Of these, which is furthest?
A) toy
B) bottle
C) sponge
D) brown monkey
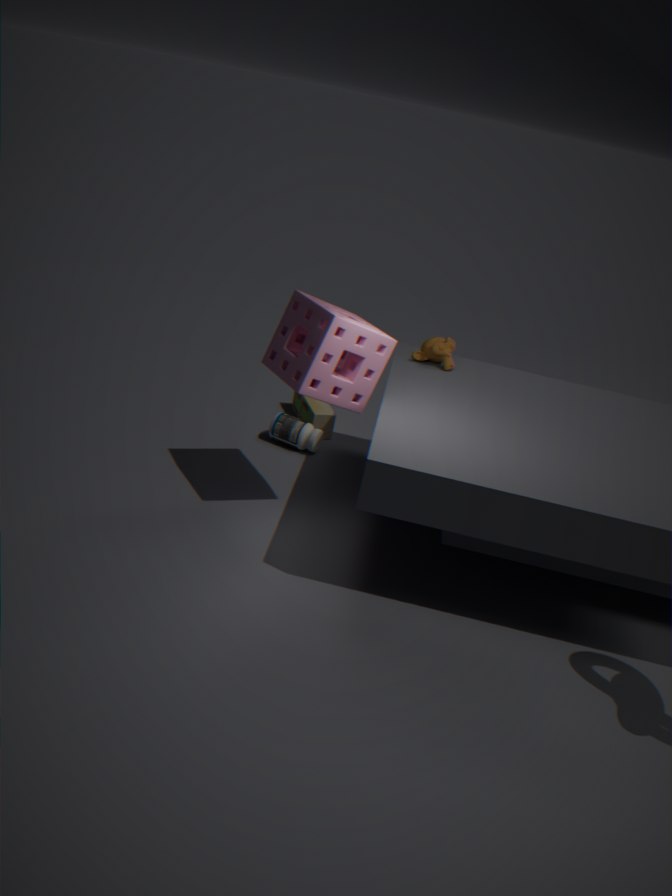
toy
